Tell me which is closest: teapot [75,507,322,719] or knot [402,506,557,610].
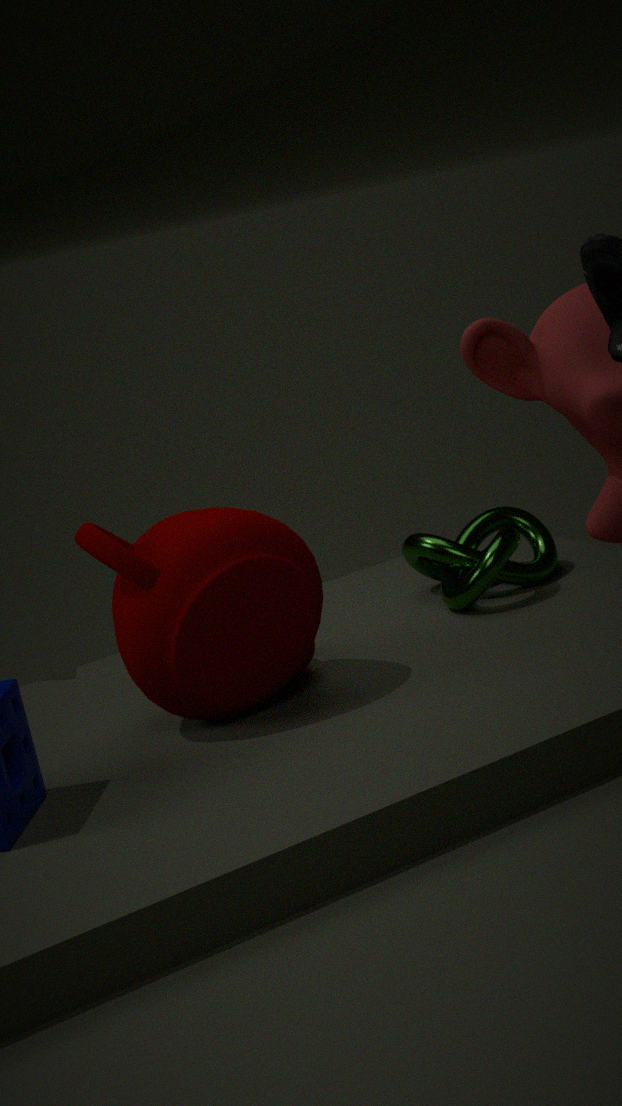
teapot [75,507,322,719]
